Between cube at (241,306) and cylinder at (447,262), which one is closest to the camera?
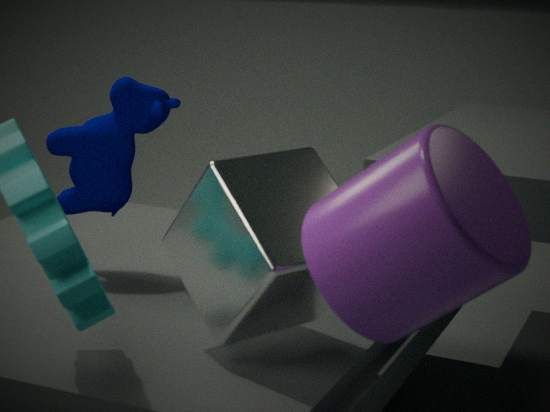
cylinder at (447,262)
